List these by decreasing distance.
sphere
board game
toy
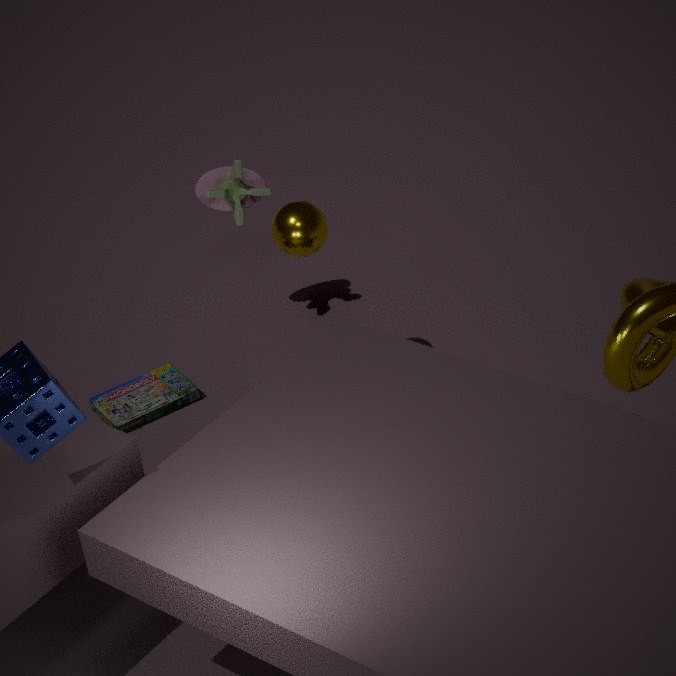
toy
board game
sphere
